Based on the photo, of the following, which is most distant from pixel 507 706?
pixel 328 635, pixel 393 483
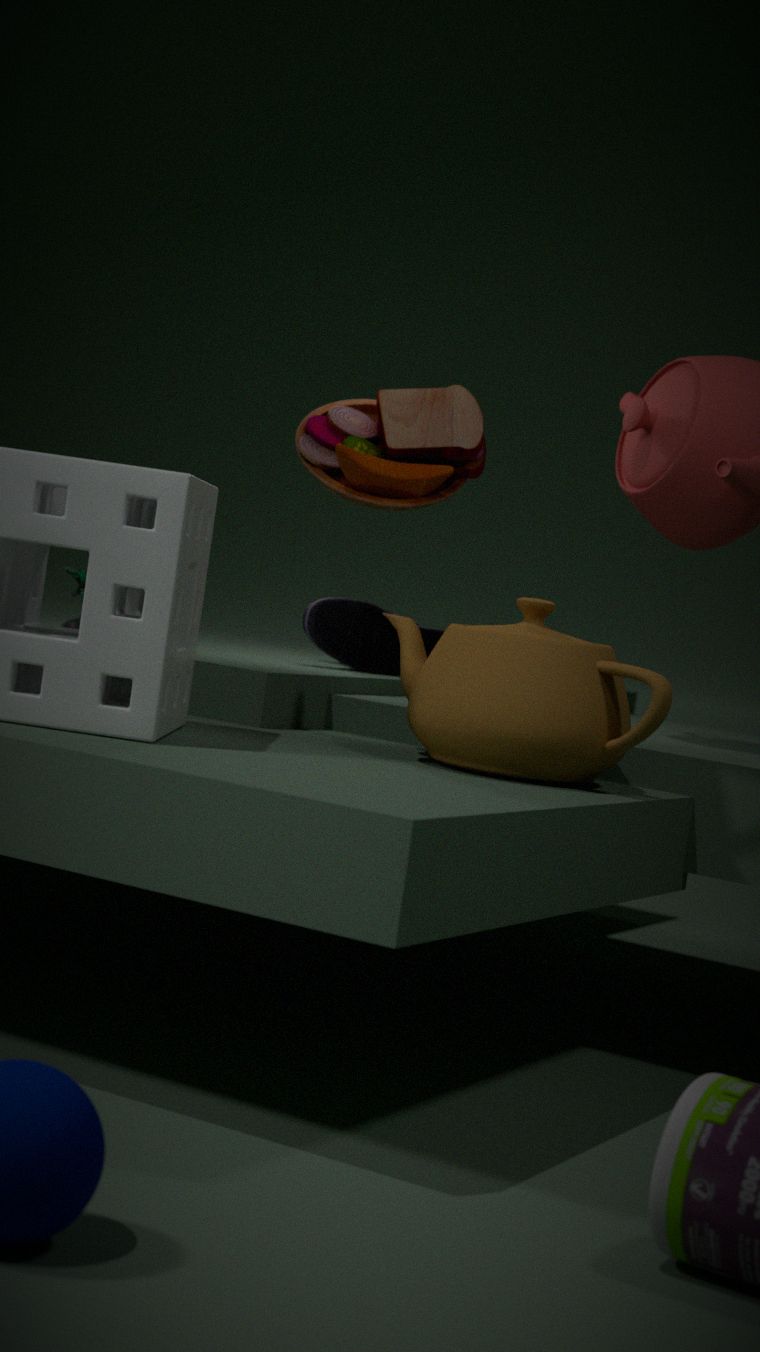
pixel 328 635
